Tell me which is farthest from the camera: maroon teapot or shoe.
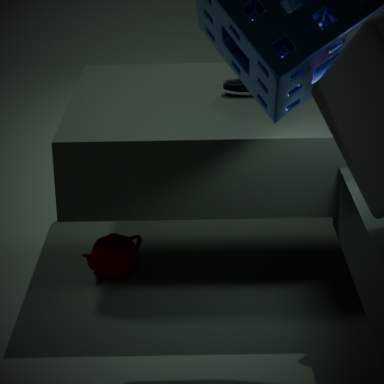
shoe
